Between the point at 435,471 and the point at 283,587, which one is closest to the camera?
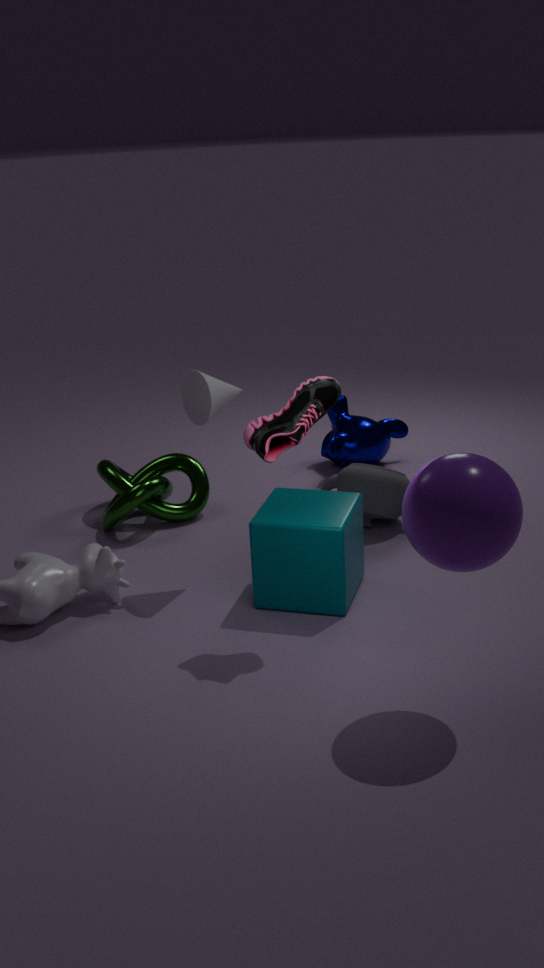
the point at 435,471
